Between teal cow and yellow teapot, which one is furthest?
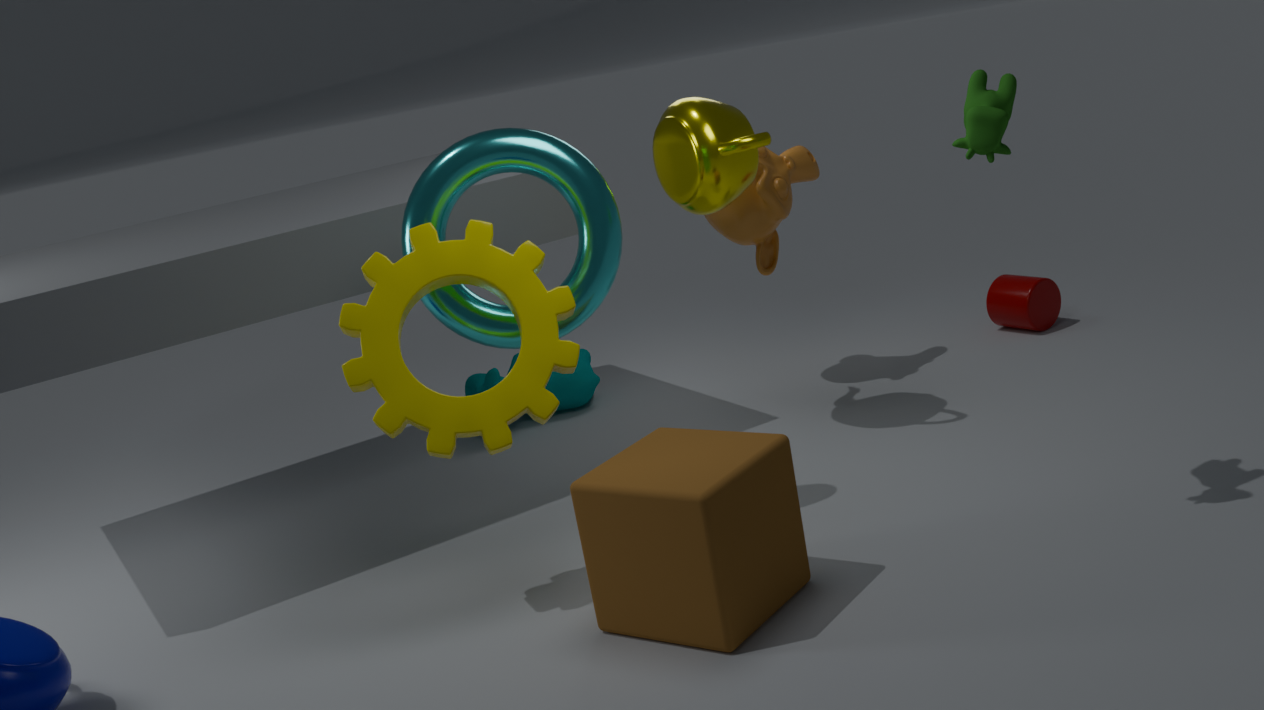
teal cow
